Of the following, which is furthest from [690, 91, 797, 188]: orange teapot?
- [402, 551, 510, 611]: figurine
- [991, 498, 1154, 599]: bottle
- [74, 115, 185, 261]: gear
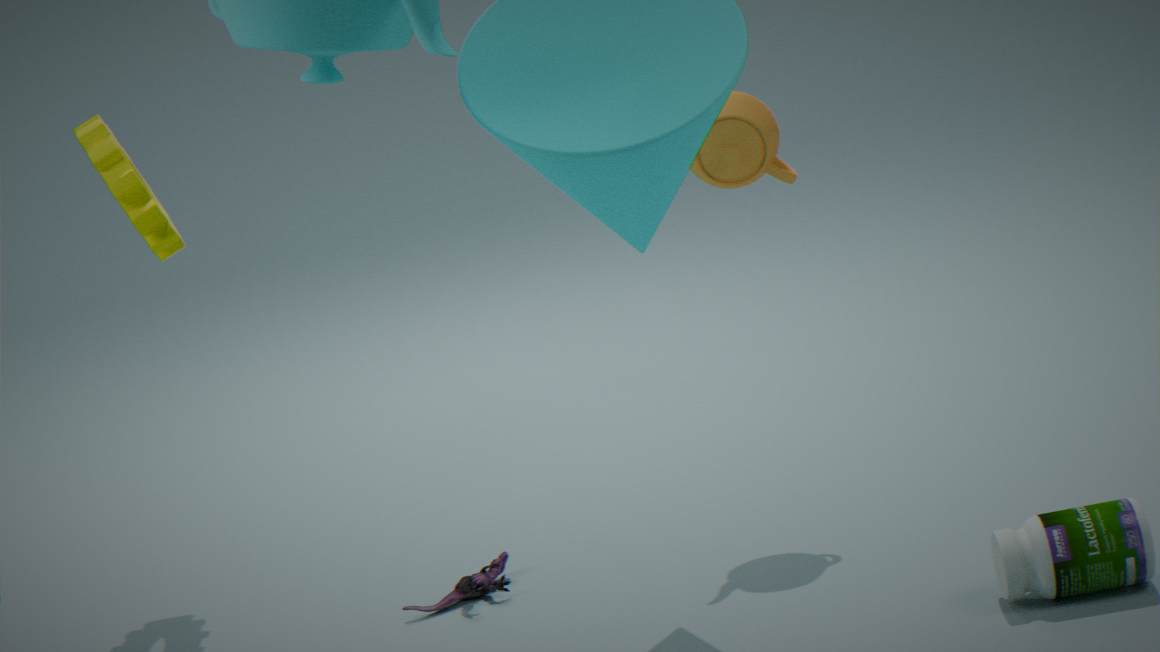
[74, 115, 185, 261]: gear
